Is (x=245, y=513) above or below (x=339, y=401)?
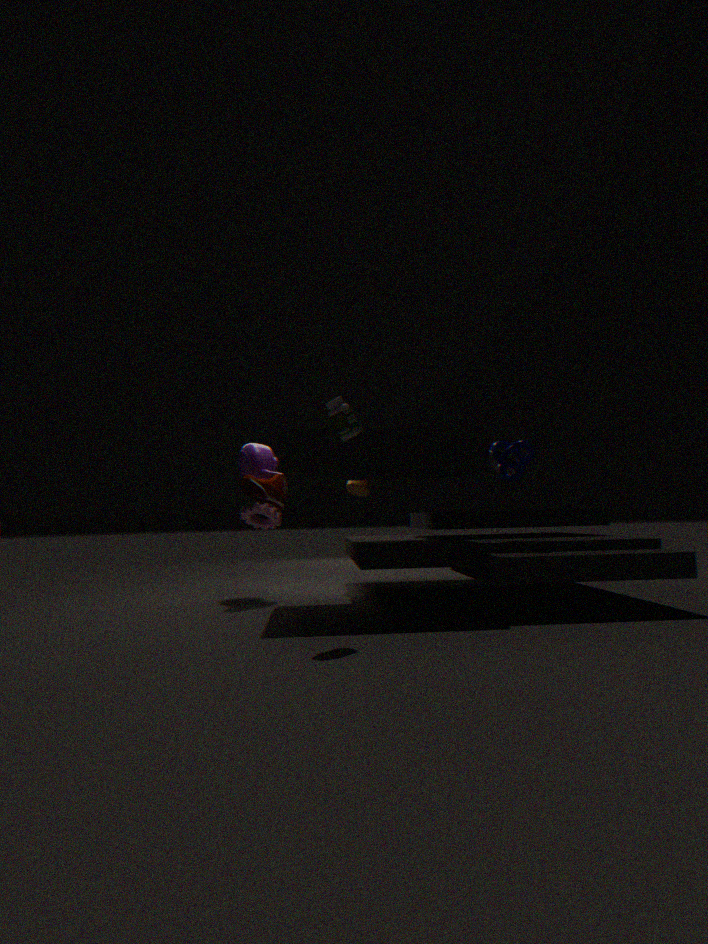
below
